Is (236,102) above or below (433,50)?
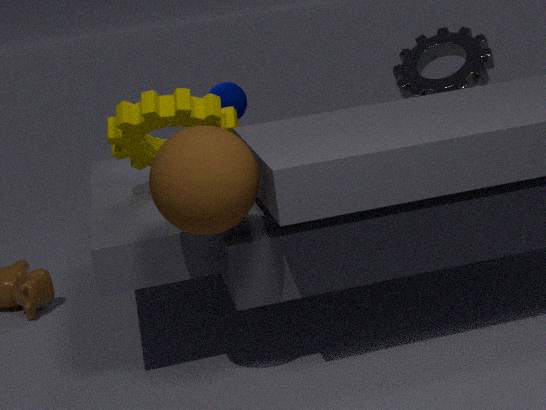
above
